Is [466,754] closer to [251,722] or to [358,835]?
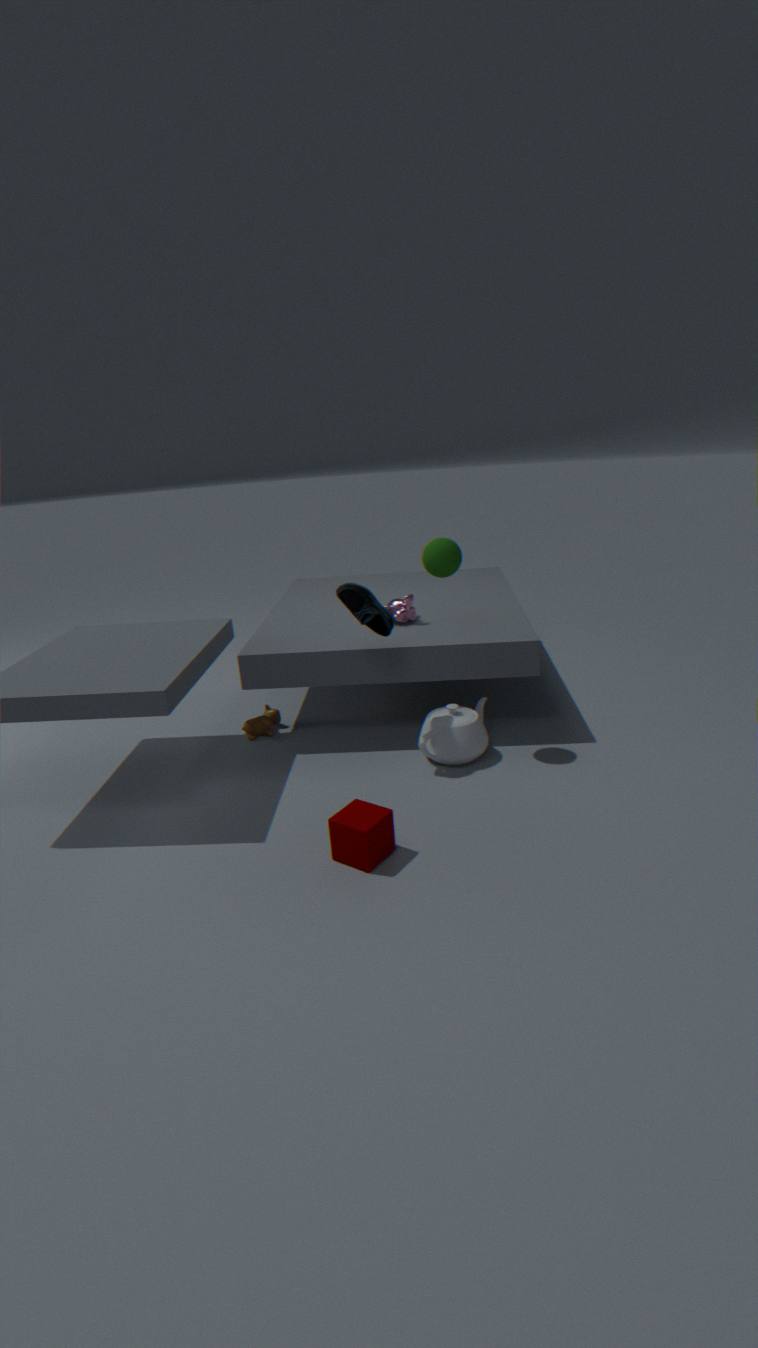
[358,835]
